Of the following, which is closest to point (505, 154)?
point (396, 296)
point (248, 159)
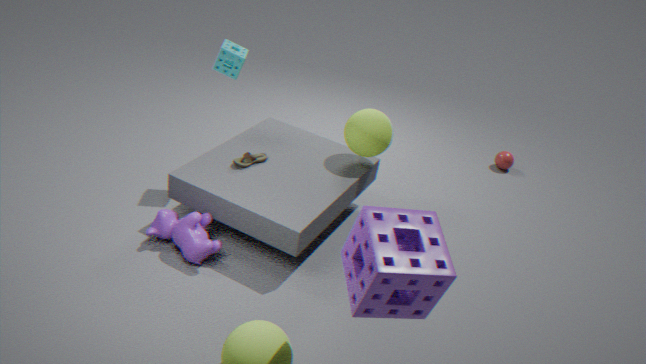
point (248, 159)
